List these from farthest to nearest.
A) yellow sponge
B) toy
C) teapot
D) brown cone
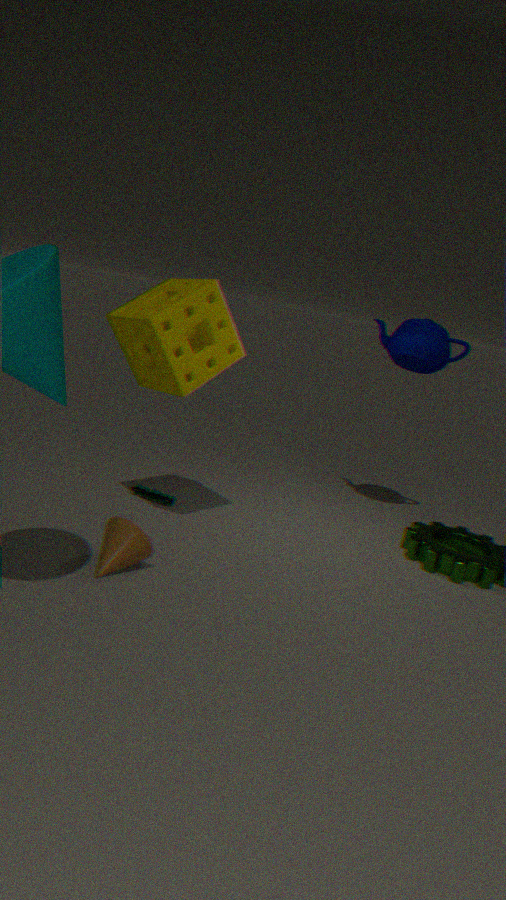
teapot, toy, yellow sponge, brown cone
